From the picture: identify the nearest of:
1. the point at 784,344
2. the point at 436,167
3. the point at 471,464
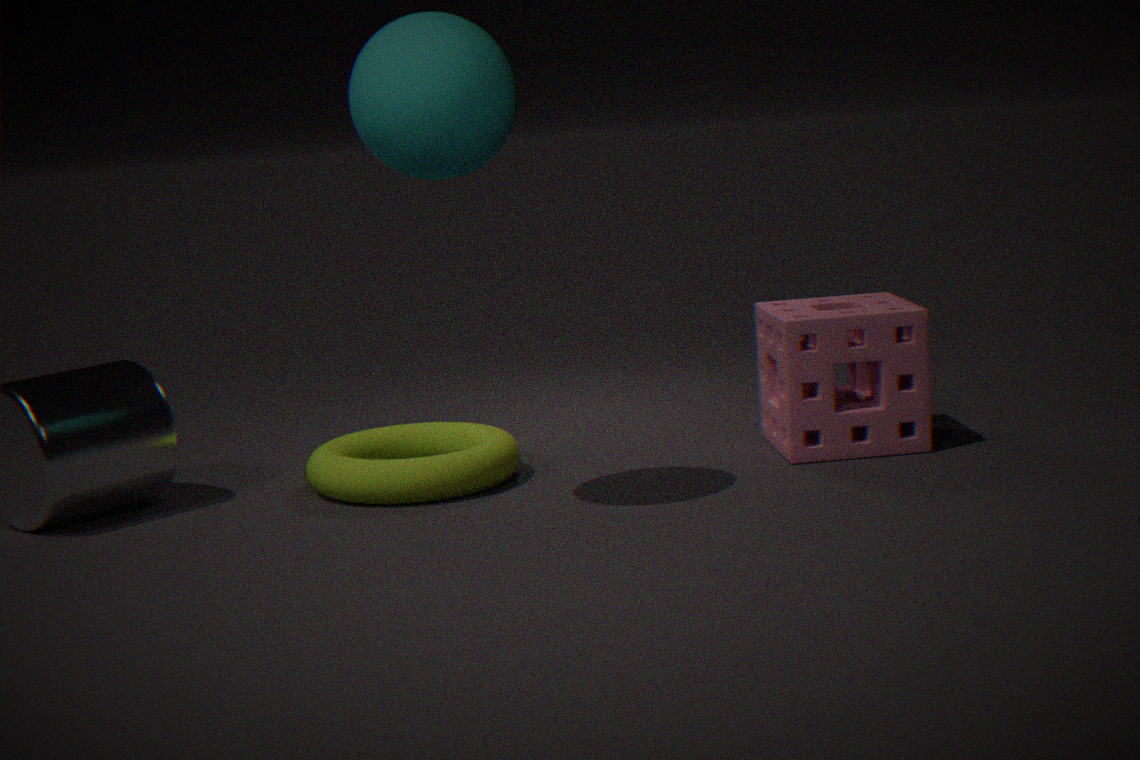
the point at 436,167
